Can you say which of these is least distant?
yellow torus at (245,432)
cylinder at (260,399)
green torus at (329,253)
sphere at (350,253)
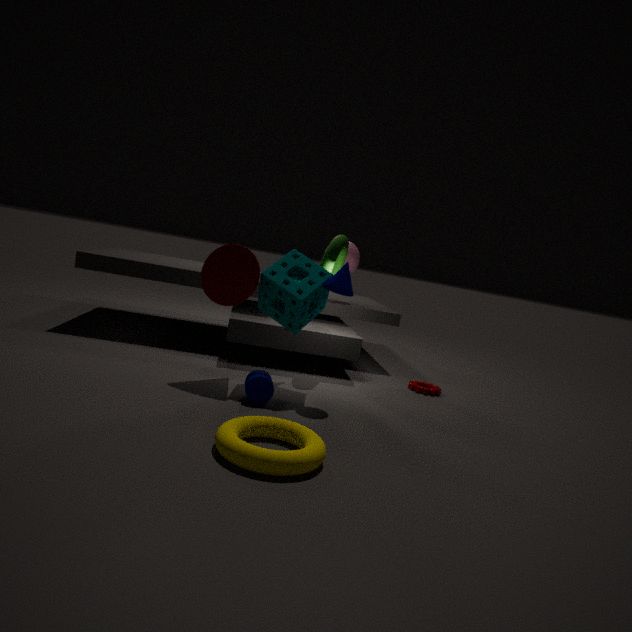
yellow torus at (245,432)
